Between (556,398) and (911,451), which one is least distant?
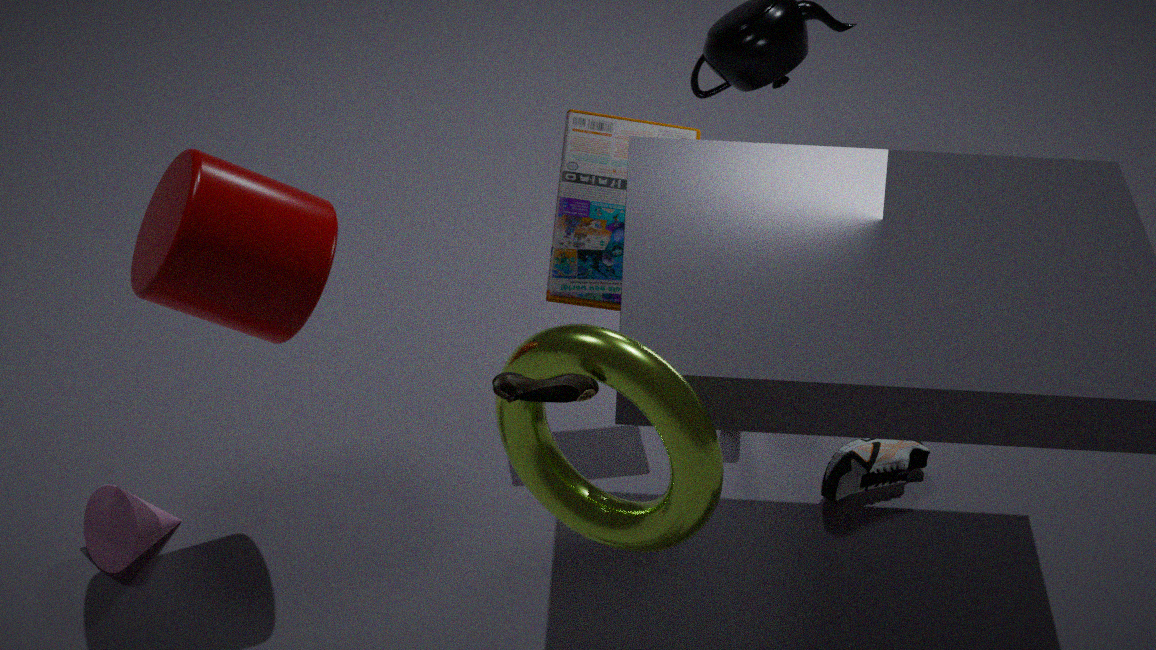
(556,398)
